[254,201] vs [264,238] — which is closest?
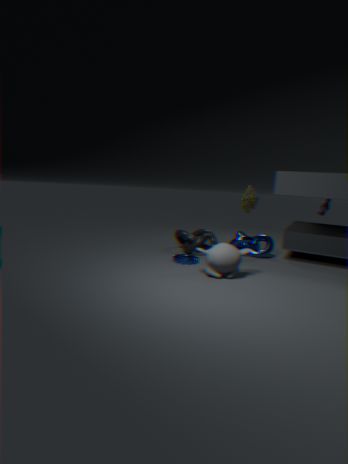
[264,238]
